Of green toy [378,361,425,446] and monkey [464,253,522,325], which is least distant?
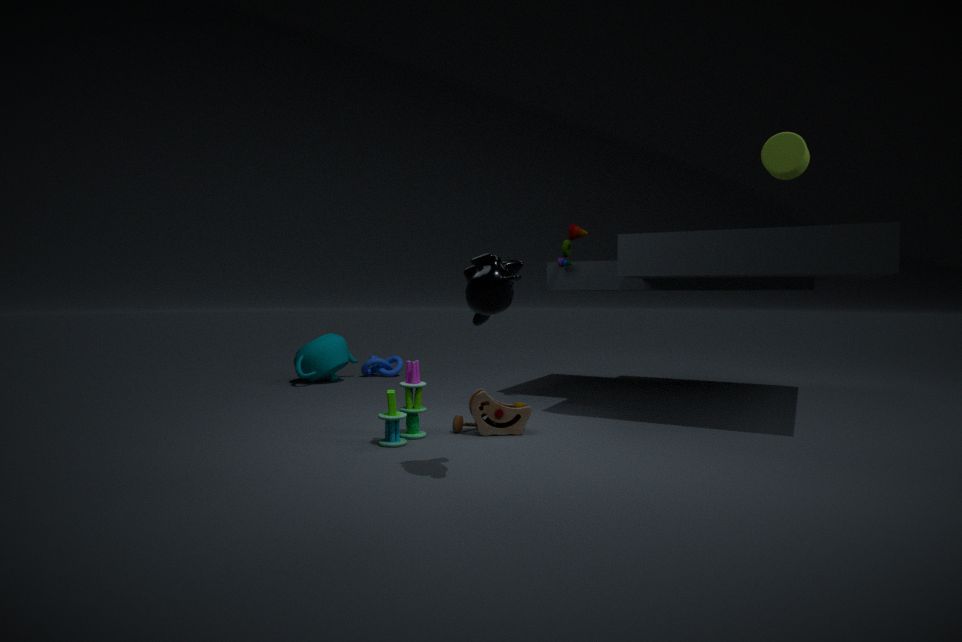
monkey [464,253,522,325]
